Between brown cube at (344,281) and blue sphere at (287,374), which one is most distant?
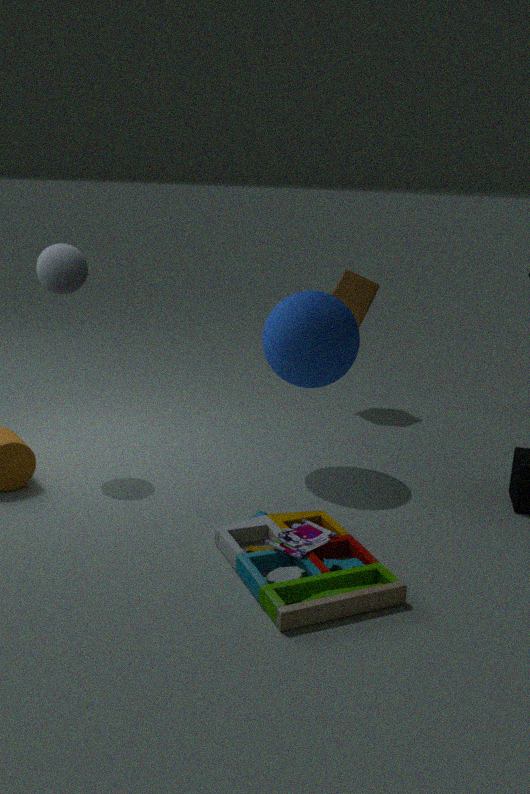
brown cube at (344,281)
